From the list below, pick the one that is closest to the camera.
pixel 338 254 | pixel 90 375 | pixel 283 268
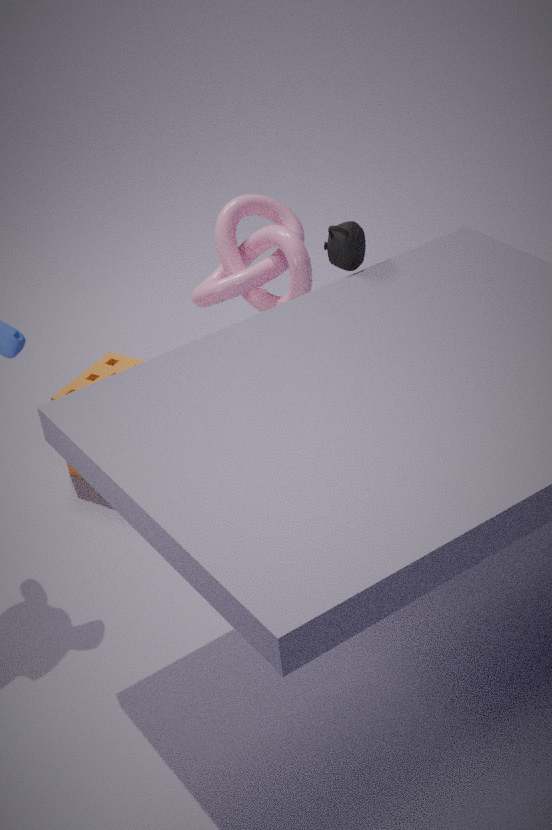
pixel 338 254
